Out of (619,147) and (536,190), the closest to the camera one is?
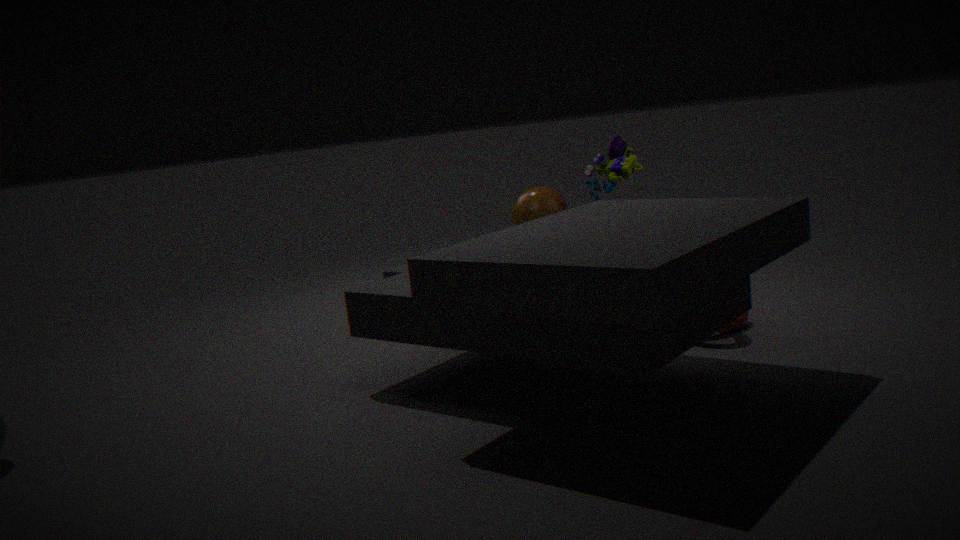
(536,190)
